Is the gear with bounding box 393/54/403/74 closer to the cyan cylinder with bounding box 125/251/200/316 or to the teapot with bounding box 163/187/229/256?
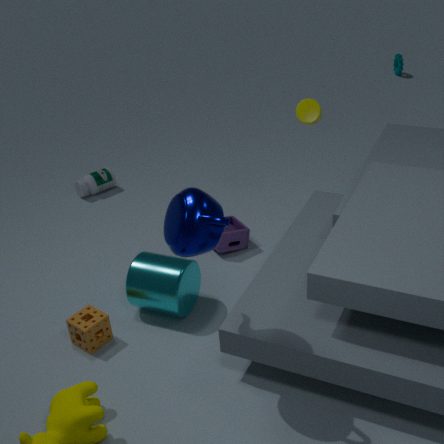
the cyan cylinder with bounding box 125/251/200/316
